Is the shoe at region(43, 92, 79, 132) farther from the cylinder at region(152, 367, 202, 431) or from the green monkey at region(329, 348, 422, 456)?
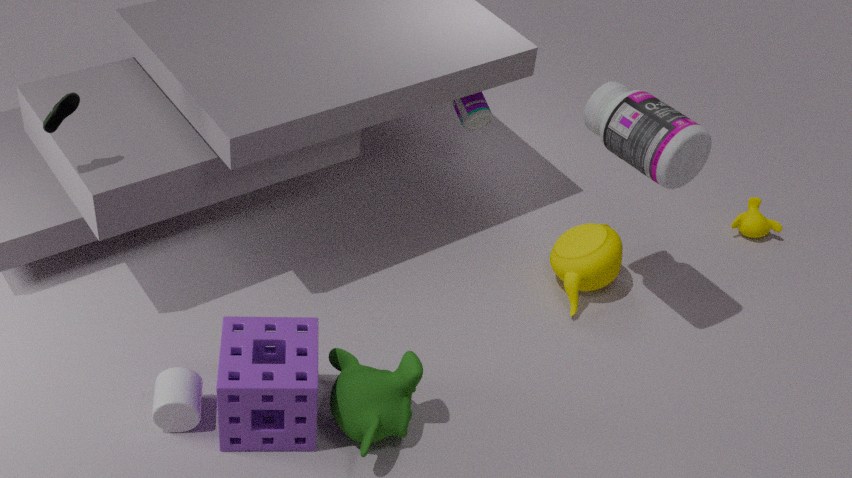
the green monkey at region(329, 348, 422, 456)
